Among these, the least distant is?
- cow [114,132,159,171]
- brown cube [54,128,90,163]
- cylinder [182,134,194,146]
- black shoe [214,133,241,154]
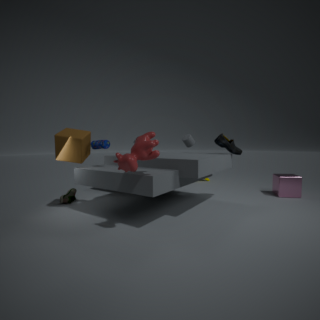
cow [114,132,159,171]
